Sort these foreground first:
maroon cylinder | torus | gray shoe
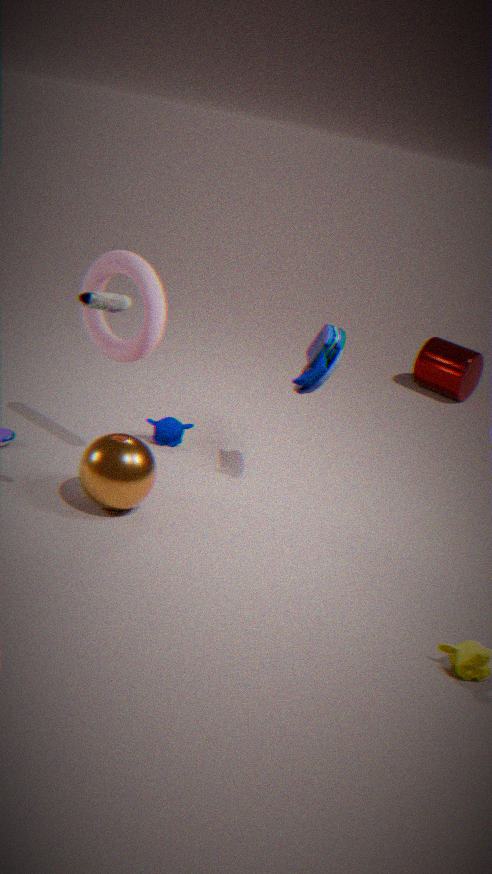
gray shoe
torus
maroon cylinder
